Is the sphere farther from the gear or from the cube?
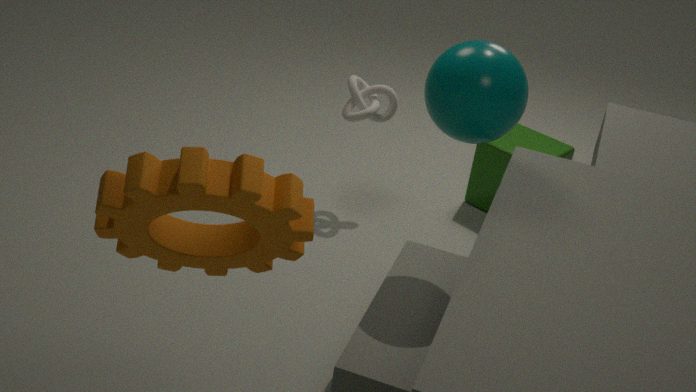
the cube
